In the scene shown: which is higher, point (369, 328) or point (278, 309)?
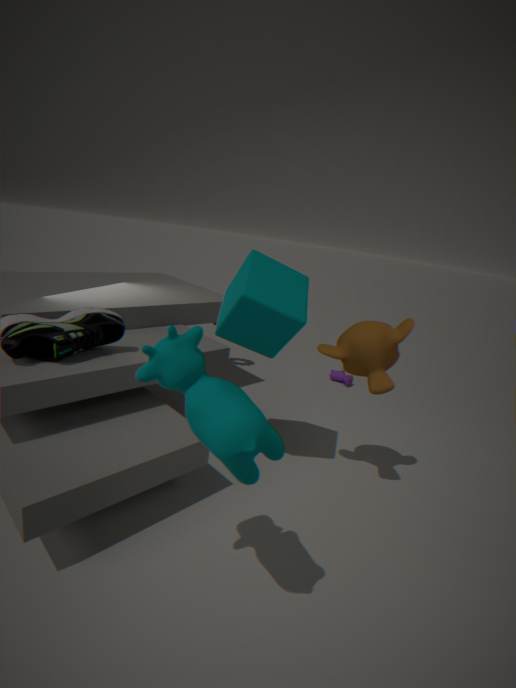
point (278, 309)
